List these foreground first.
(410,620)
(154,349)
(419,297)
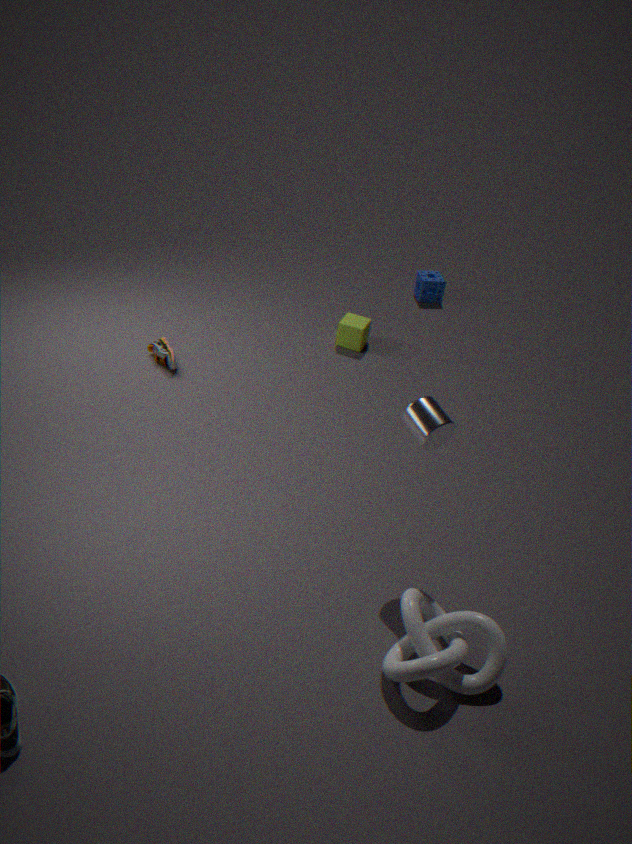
(410,620)
(154,349)
(419,297)
